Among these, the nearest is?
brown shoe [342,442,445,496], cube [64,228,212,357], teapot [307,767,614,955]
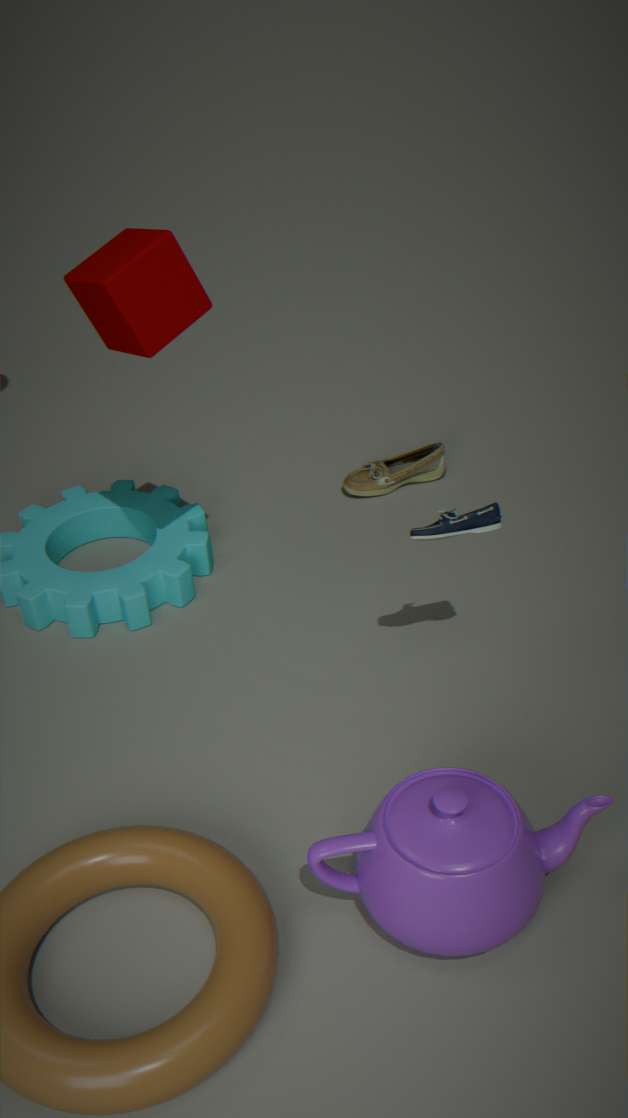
teapot [307,767,614,955]
